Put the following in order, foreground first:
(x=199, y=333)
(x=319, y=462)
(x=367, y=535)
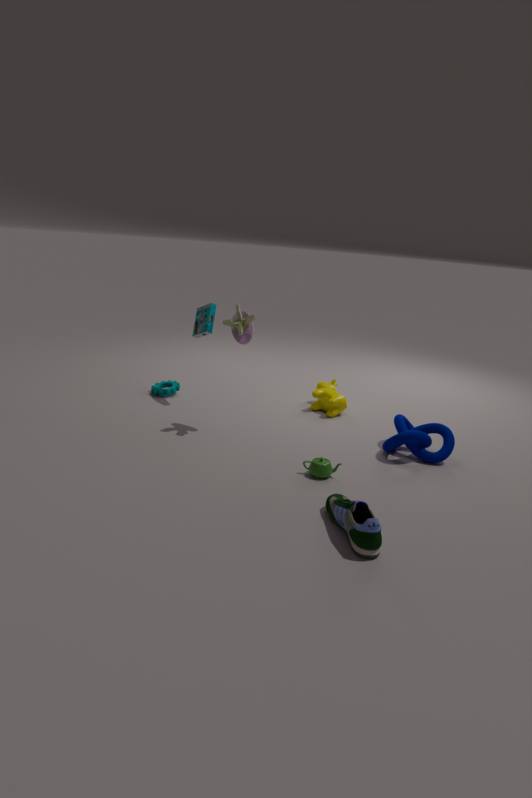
(x=367, y=535) → (x=319, y=462) → (x=199, y=333)
